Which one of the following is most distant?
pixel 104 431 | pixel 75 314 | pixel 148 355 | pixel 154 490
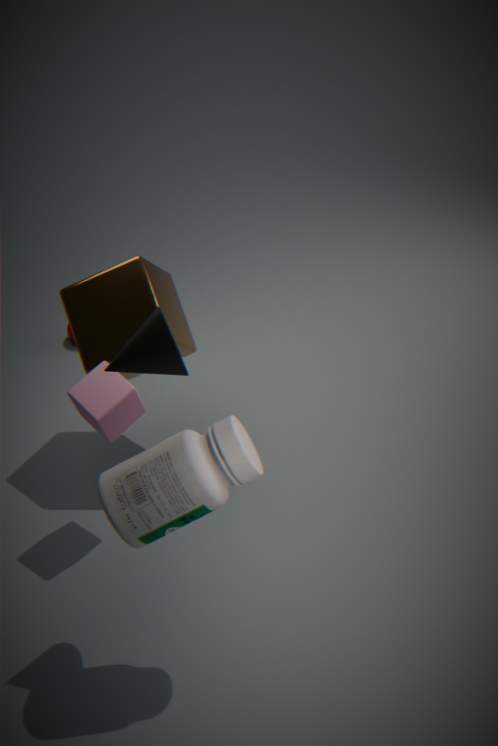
pixel 75 314
